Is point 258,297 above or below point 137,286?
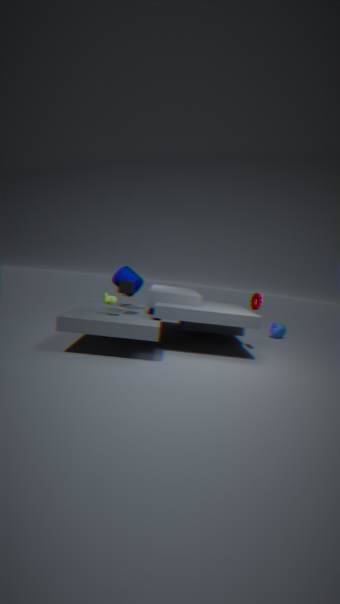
below
